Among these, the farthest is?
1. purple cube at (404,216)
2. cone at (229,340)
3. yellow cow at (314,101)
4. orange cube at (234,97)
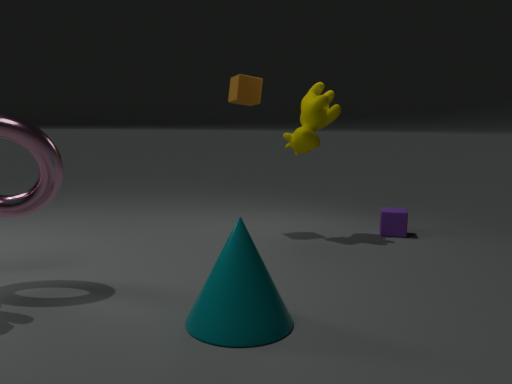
purple cube at (404,216)
